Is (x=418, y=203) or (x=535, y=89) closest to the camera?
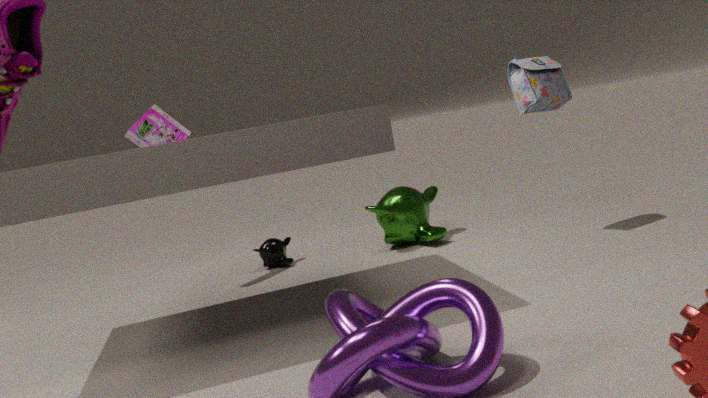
(x=535, y=89)
